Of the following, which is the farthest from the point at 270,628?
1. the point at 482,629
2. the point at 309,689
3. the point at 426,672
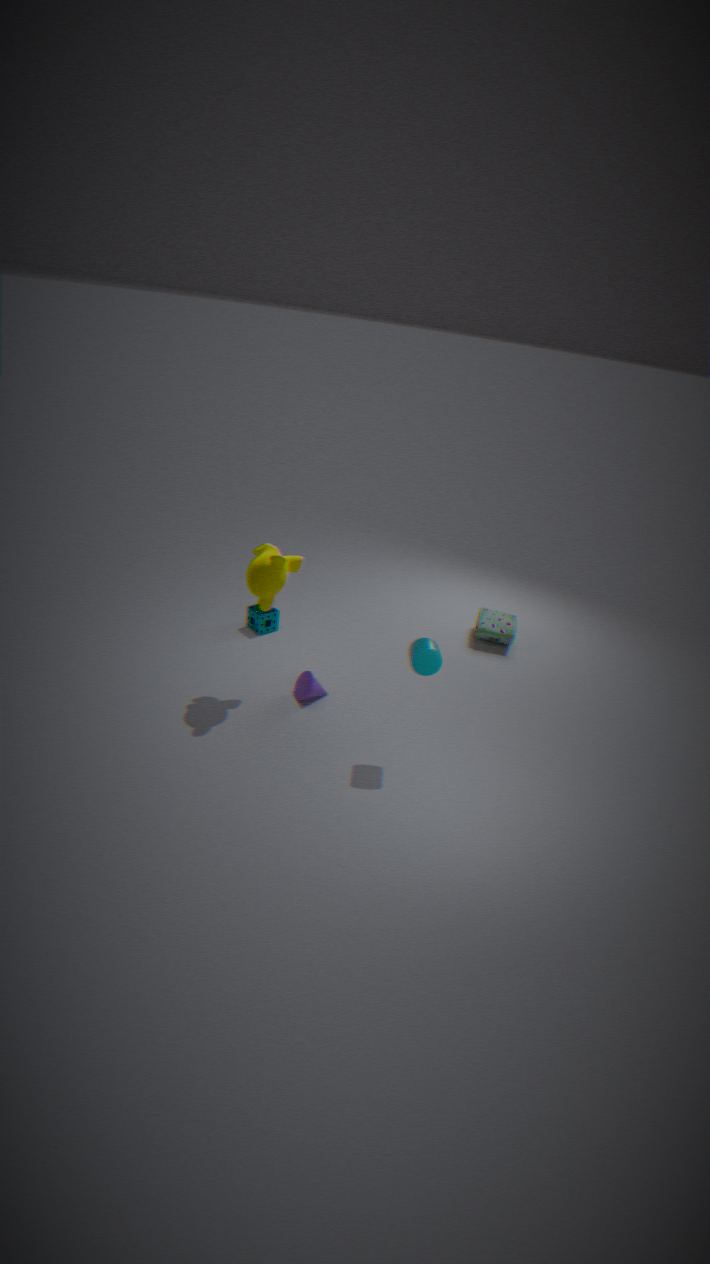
the point at 482,629
